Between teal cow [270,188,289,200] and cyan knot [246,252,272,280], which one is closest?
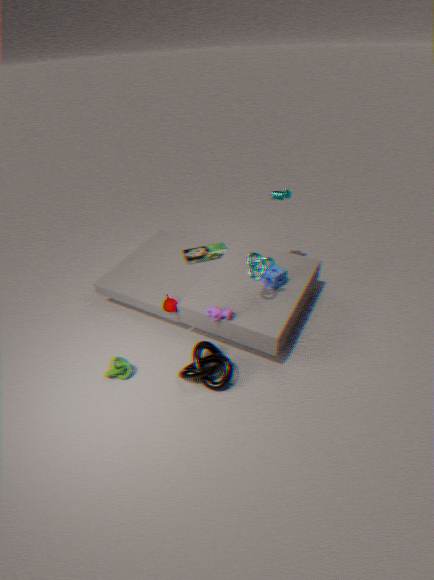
cyan knot [246,252,272,280]
